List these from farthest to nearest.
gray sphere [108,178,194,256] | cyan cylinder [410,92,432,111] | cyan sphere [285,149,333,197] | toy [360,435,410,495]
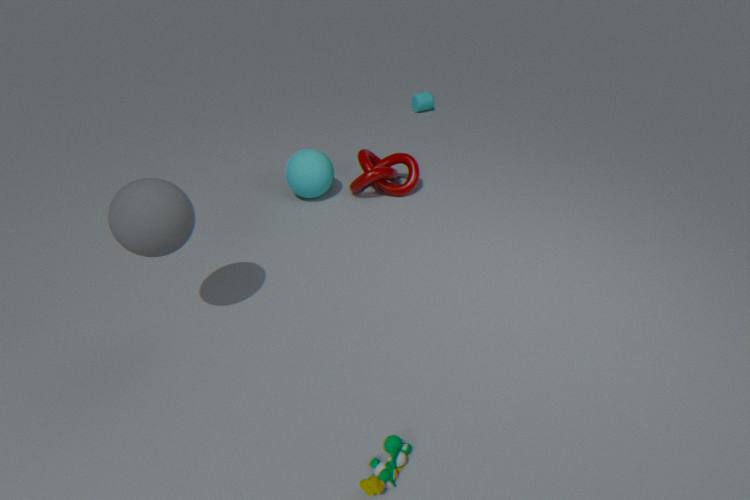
1. cyan cylinder [410,92,432,111]
2. cyan sphere [285,149,333,197]
3. gray sphere [108,178,194,256]
4. toy [360,435,410,495]
